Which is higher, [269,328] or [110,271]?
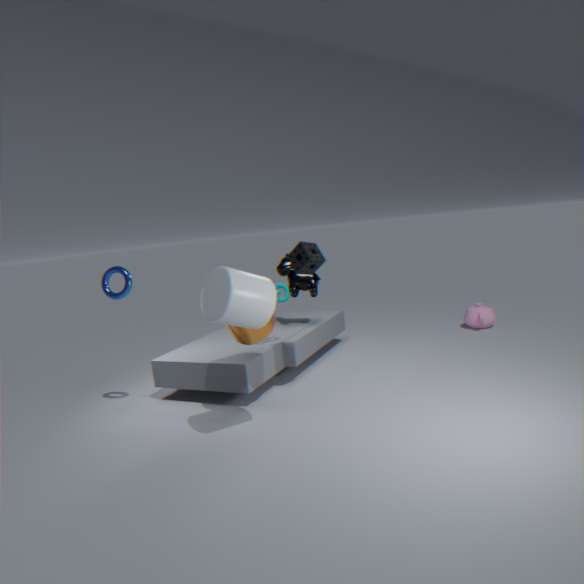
[110,271]
